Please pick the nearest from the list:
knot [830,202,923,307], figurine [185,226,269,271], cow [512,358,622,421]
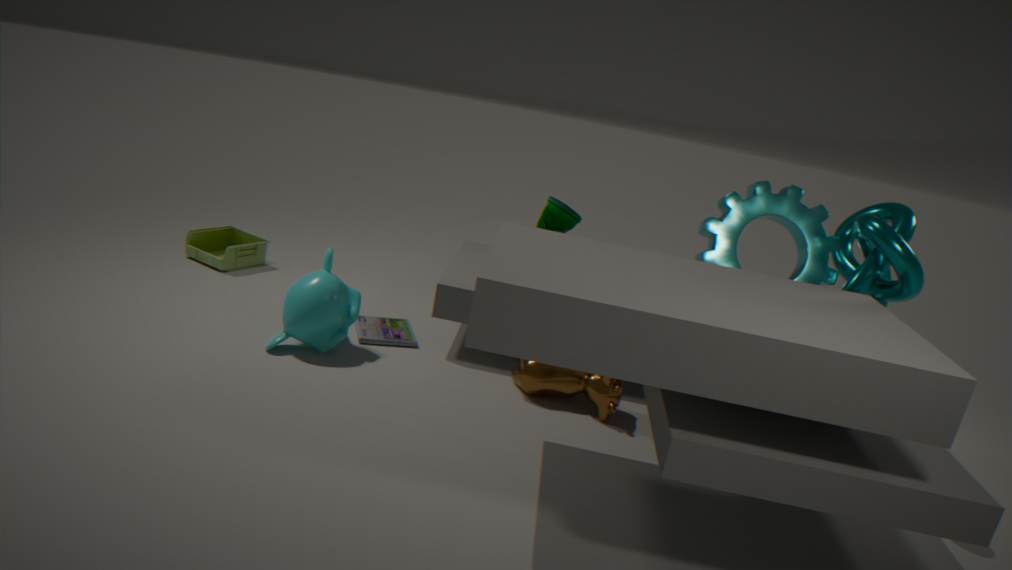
knot [830,202,923,307]
